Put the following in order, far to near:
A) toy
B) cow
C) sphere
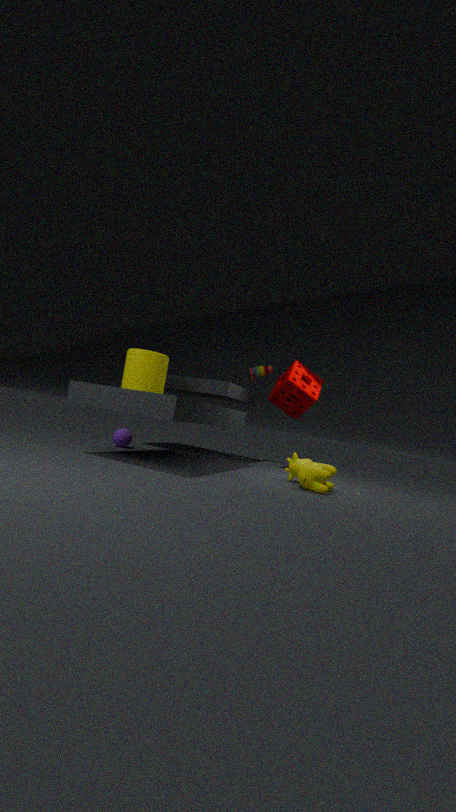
toy
sphere
cow
